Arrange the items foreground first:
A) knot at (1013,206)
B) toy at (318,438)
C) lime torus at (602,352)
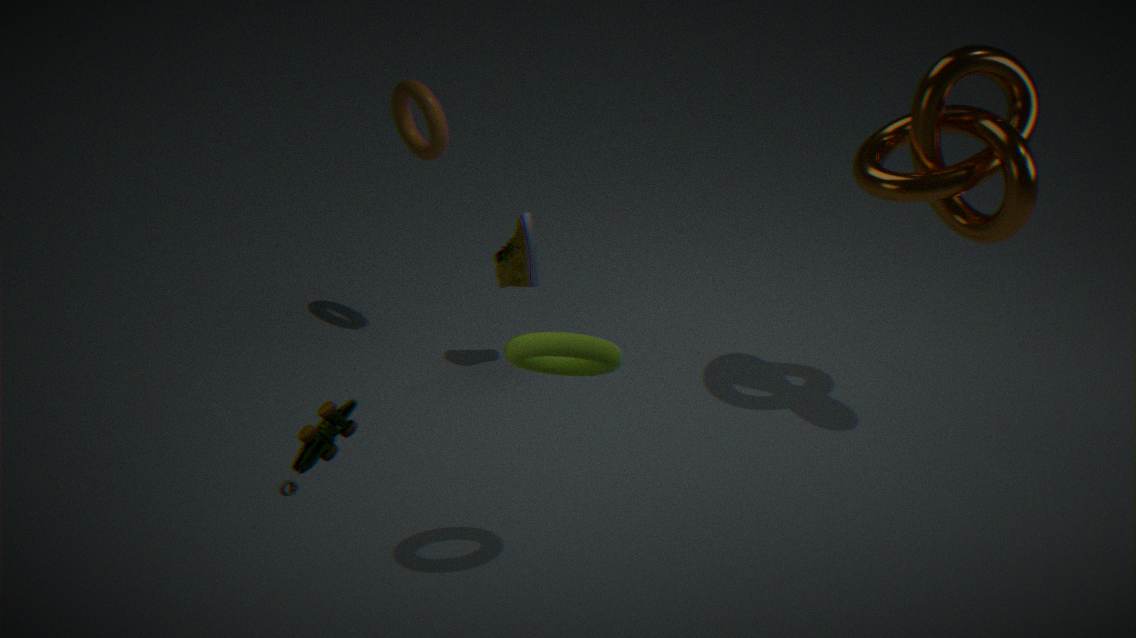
toy at (318,438) → lime torus at (602,352) → knot at (1013,206)
